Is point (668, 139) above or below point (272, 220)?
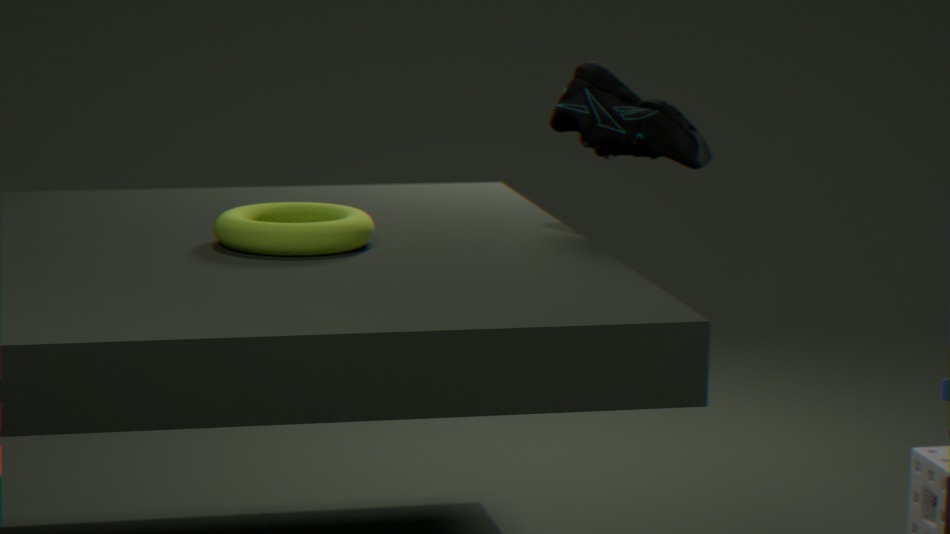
above
